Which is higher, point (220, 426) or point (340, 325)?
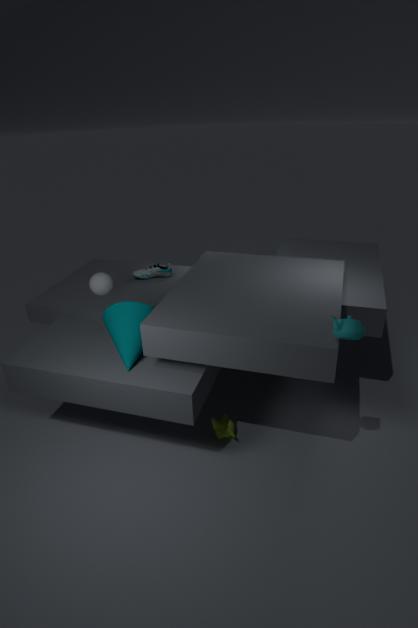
point (340, 325)
